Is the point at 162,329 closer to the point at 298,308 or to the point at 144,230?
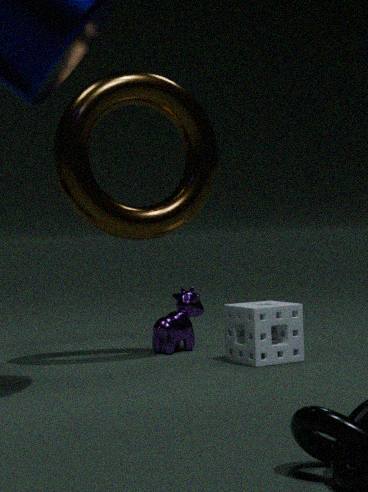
the point at 298,308
